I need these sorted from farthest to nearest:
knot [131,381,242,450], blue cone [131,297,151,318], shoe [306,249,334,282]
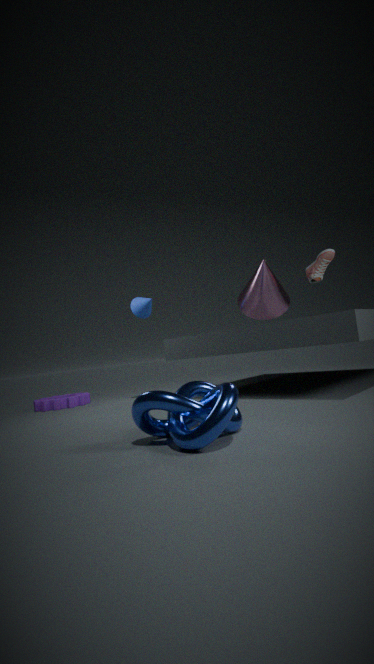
1. blue cone [131,297,151,318]
2. shoe [306,249,334,282]
3. knot [131,381,242,450]
